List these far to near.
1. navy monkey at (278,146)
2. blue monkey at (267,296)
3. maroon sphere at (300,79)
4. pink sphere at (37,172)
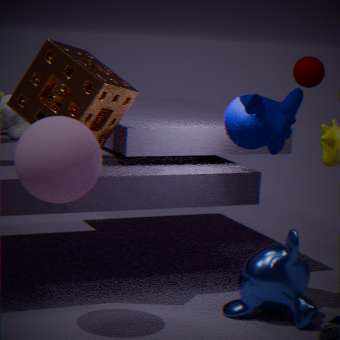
maroon sphere at (300,79), navy monkey at (278,146), blue monkey at (267,296), pink sphere at (37,172)
